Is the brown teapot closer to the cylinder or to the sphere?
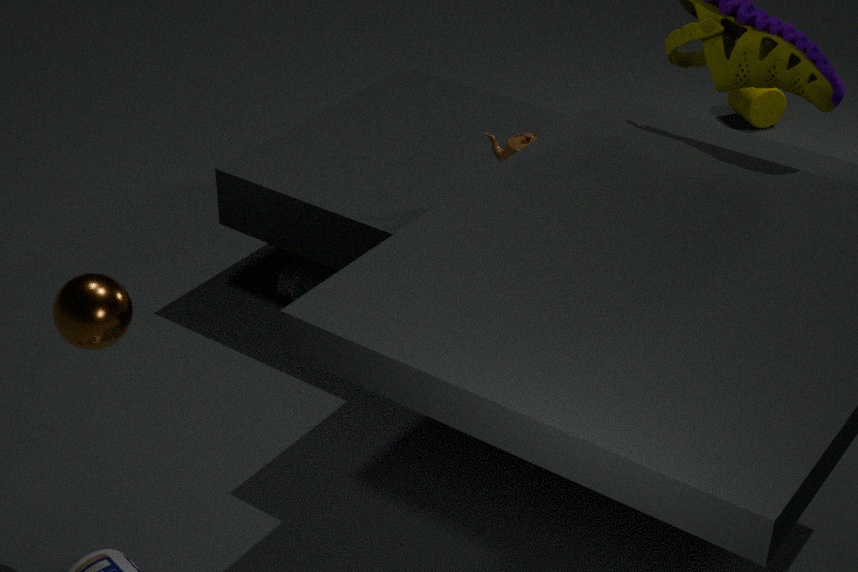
the sphere
